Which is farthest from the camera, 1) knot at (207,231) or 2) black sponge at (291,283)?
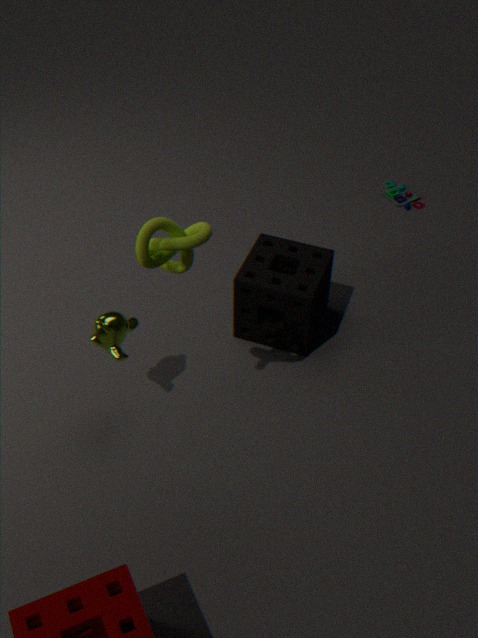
2. black sponge at (291,283)
